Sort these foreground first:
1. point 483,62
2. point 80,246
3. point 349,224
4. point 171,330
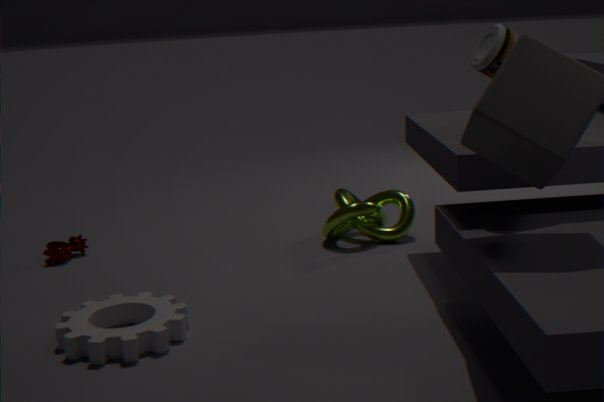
1. point 483,62
2. point 171,330
3. point 80,246
4. point 349,224
